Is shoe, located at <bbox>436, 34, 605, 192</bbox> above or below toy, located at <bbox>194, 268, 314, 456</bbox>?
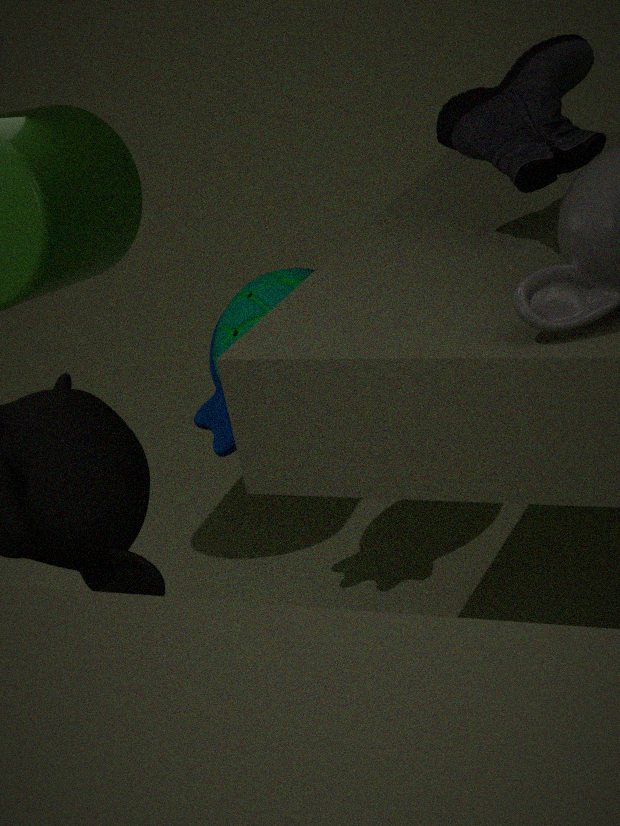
above
